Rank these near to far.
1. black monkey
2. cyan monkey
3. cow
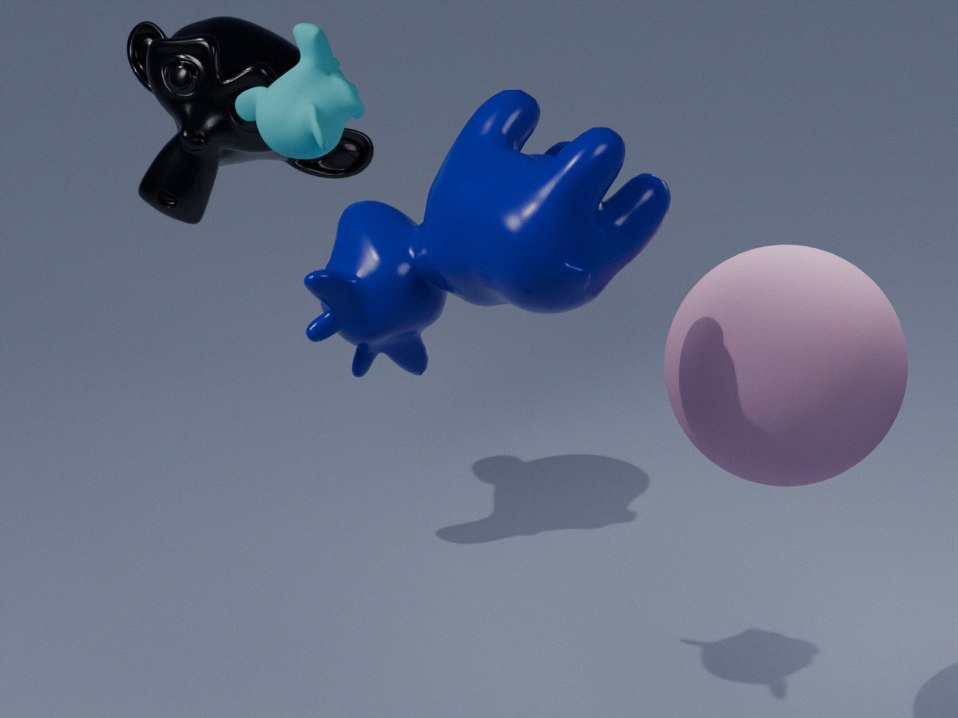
cow → cyan monkey → black monkey
